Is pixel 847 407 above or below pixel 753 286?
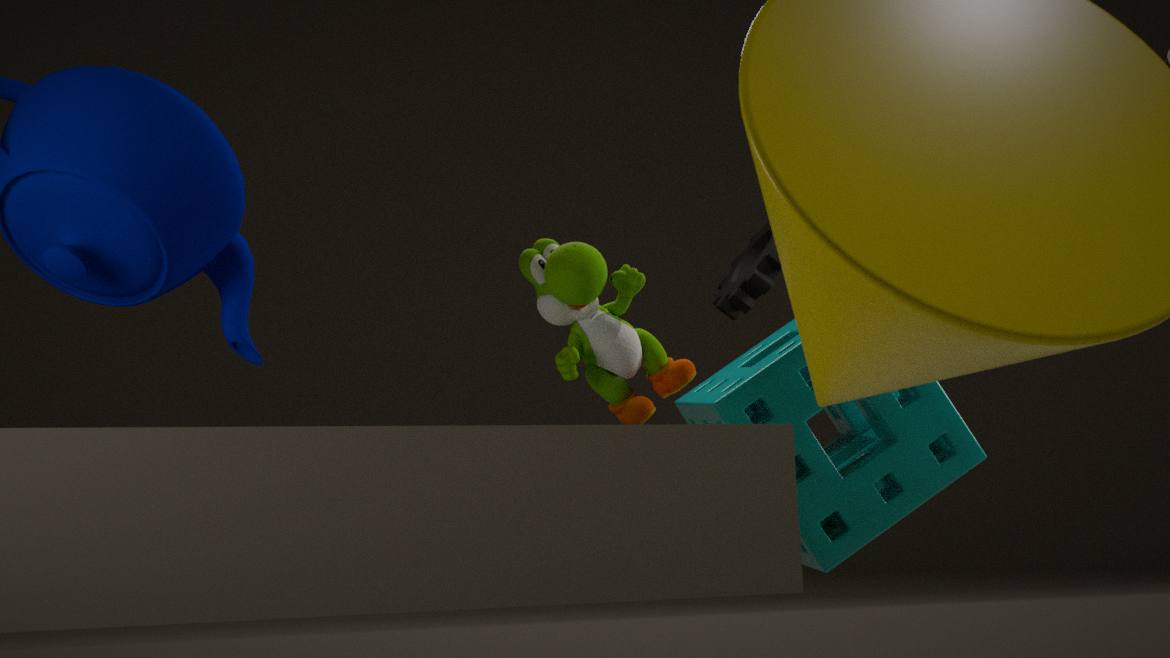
below
